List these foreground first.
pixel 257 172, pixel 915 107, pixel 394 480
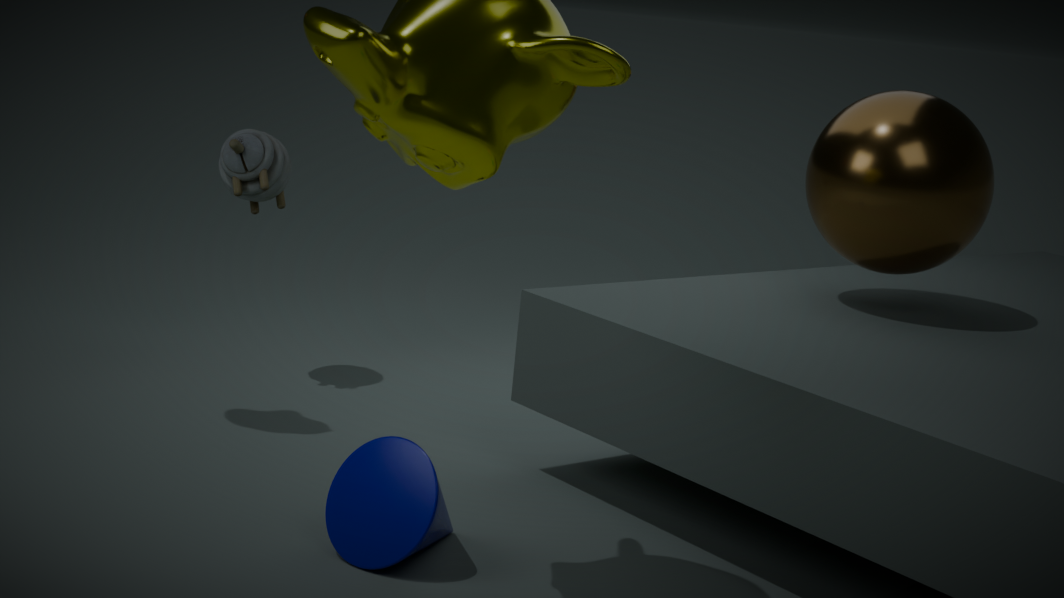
pixel 394 480, pixel 915 107, pixel 257 172
